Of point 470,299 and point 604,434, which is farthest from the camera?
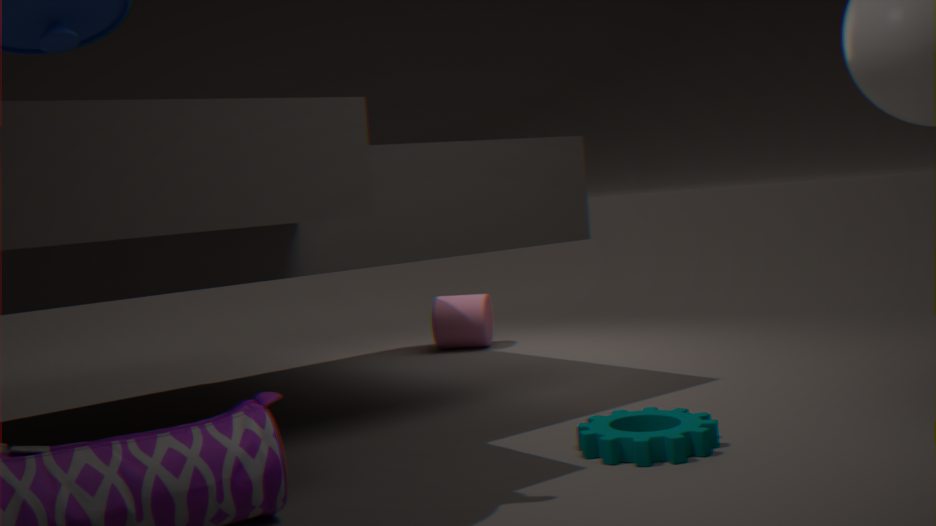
point 470,299
